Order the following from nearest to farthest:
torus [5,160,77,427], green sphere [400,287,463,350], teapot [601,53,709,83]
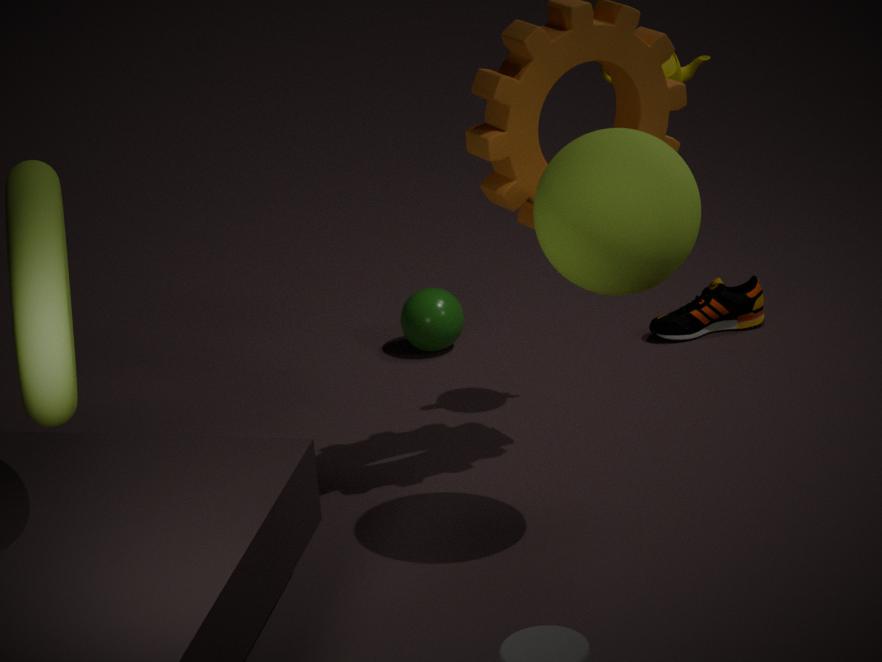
1. torus [5,160,77,427]
2. teapot [601,53,709,83]
3. green sphere [400,287,463,350]
